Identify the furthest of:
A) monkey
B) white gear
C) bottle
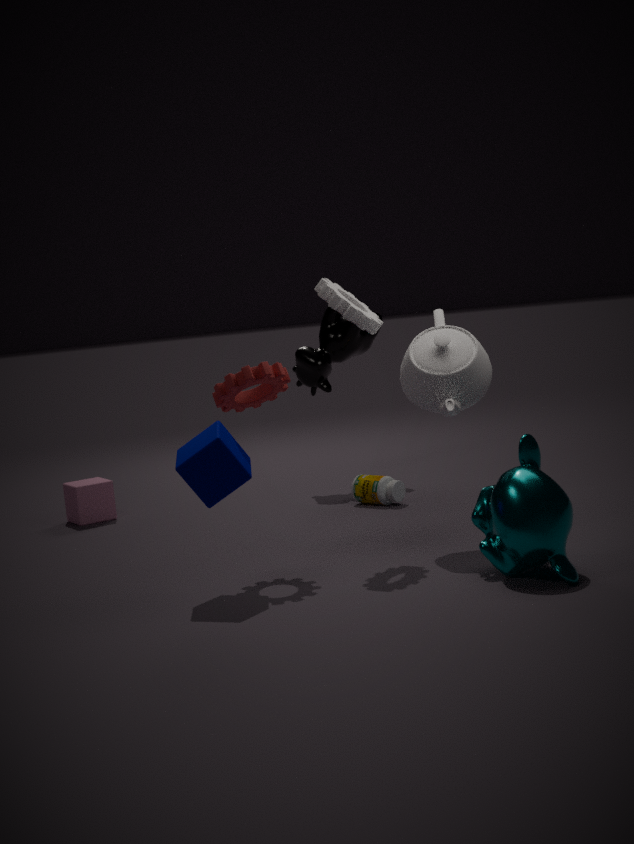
bottle
